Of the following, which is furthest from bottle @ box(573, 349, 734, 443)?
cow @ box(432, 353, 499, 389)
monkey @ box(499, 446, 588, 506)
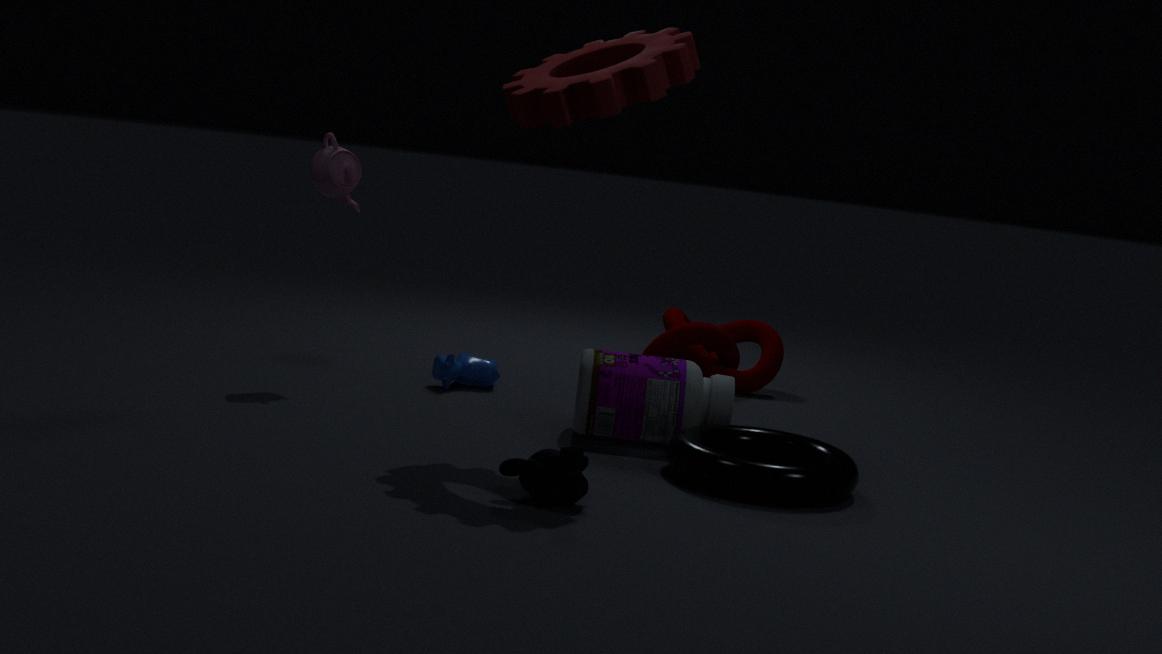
monkey @ box(499, 446, 588, 506)
